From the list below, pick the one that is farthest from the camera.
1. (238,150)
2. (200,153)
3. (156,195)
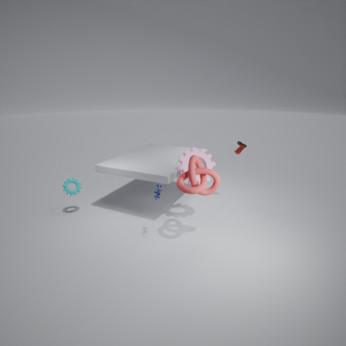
(238,150)
